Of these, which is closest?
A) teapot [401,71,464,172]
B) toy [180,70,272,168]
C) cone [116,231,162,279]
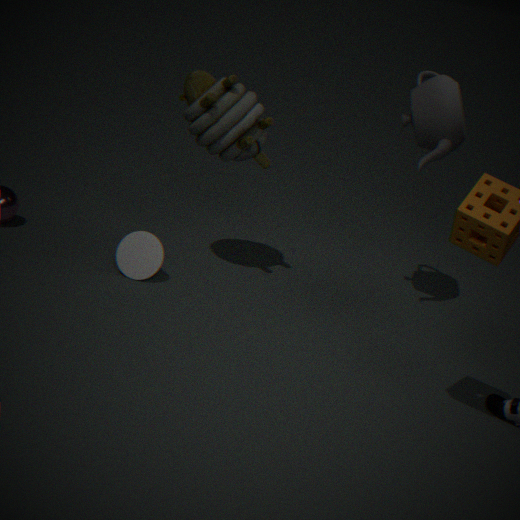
teapot [401,71,464,172]
